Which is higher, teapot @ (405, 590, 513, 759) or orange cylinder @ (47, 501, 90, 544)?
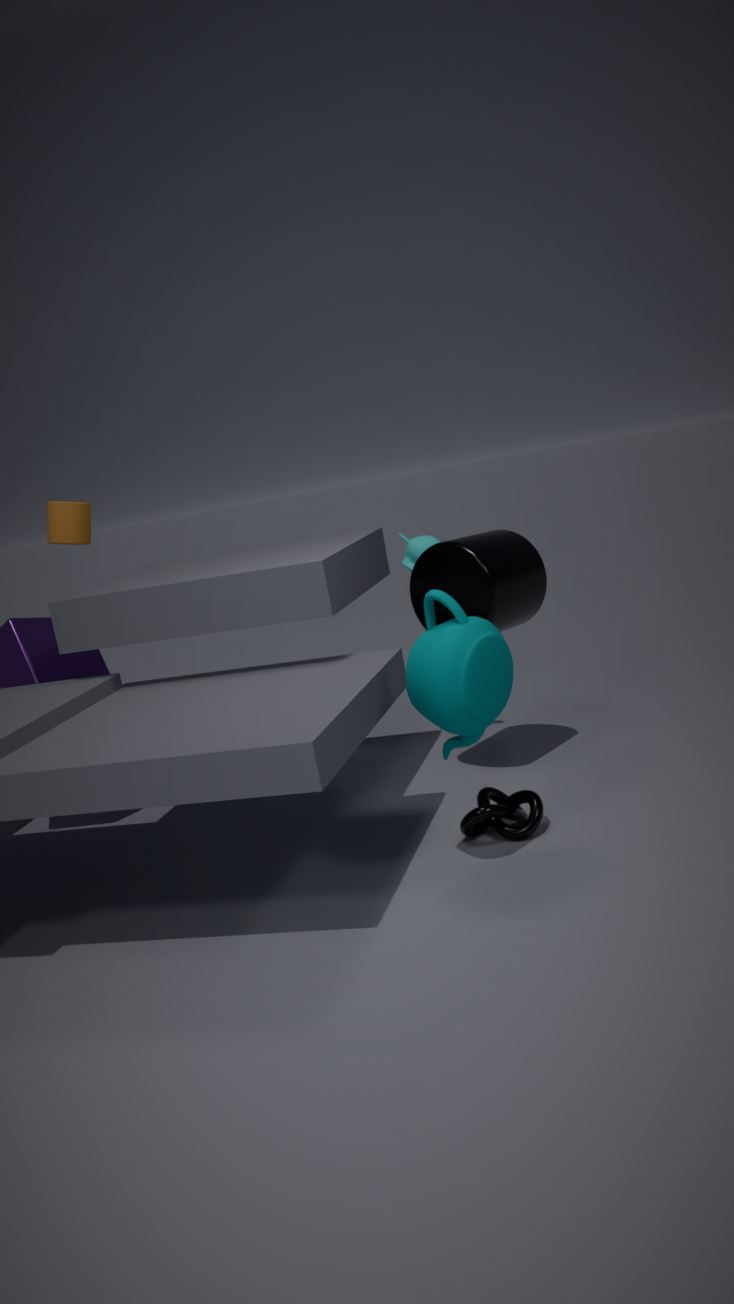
orange cylinder @ (47, 501, 90, 544)
